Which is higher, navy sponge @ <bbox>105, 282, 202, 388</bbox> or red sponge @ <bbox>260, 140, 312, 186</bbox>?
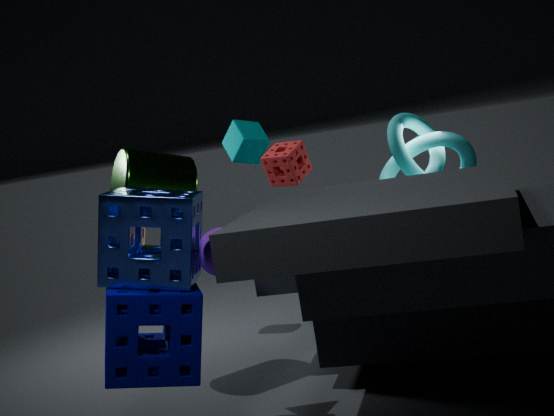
red sponge @ <bbox>260, 140, 312, 186</bbox>
